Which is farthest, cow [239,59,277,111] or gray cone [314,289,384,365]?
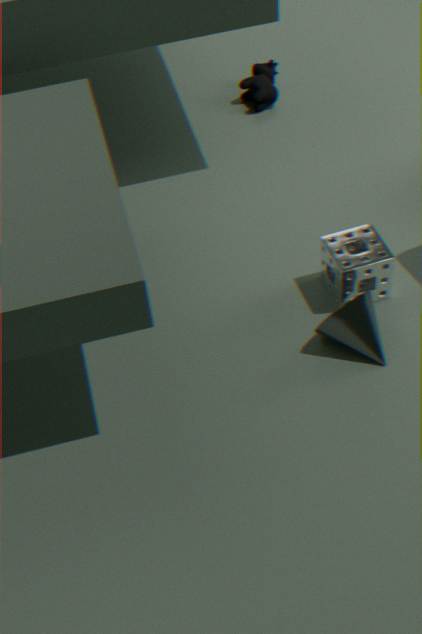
cow [239,59,277,111]
